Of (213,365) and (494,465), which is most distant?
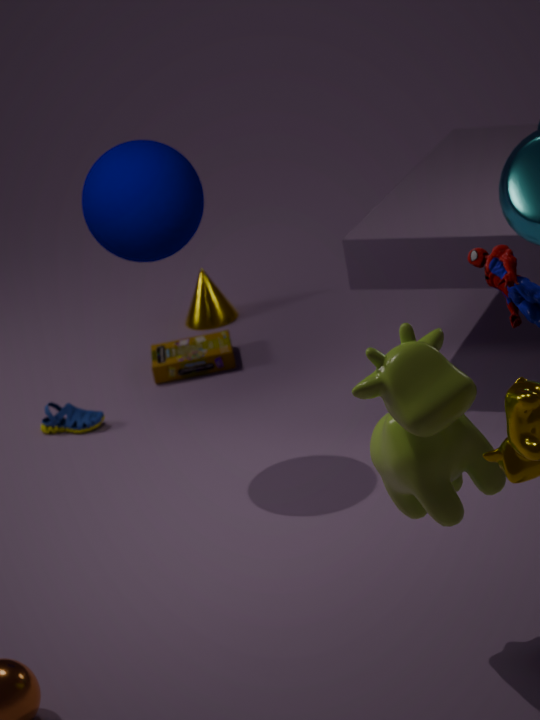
(213,365)
